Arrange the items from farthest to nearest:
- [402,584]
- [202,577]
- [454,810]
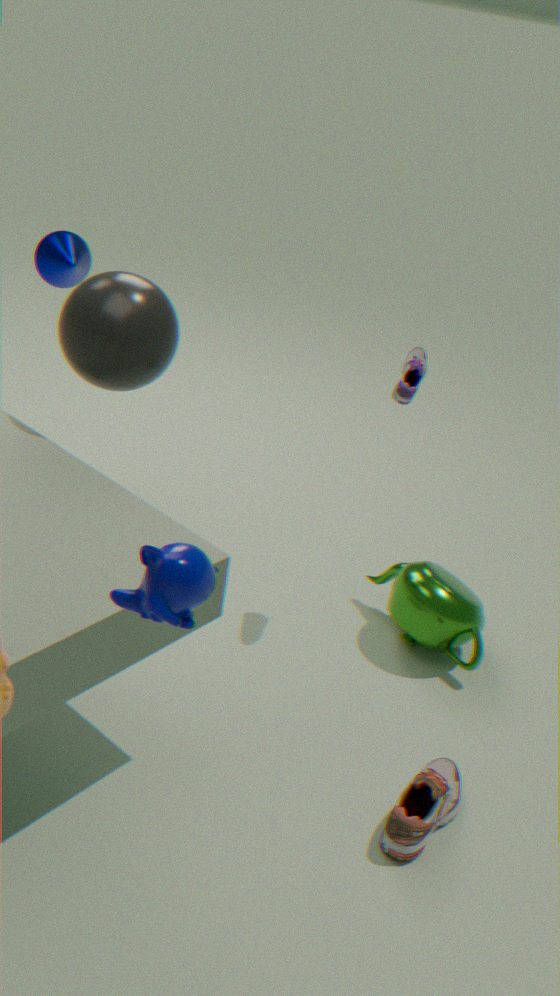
[402,584] → [454,810] → [202,577]
